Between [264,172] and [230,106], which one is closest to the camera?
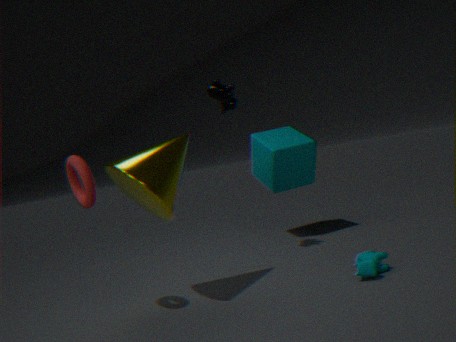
[230,106]
